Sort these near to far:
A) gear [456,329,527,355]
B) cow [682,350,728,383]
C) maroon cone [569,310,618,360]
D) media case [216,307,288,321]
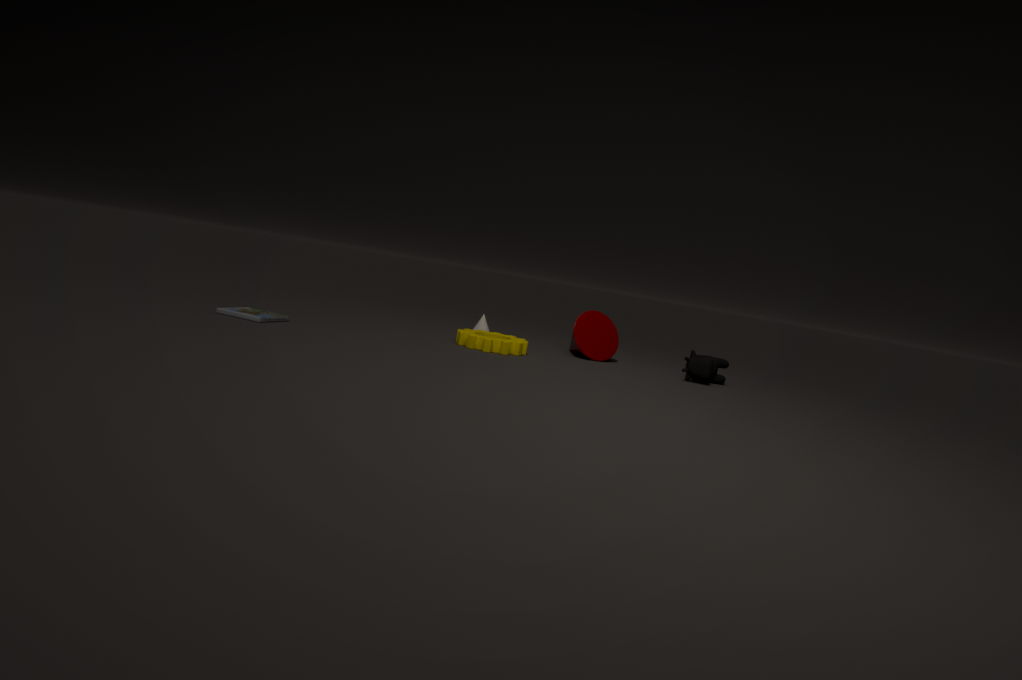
D. media case [216,307,288,321], A. gear [456,329,527,355], B. cow [682,350,728,383], C. maroon cone [569,310,618,360]
